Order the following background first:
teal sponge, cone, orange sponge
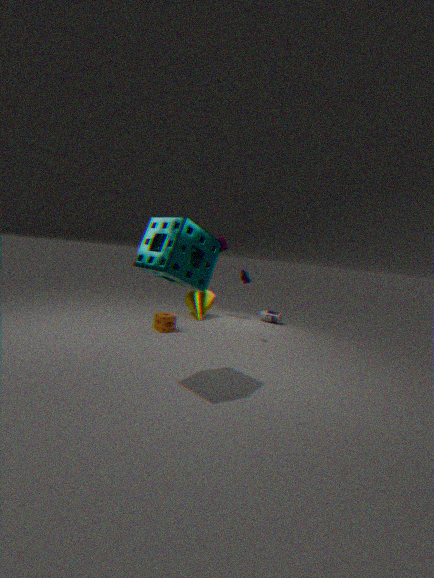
cone, orange sponge, teal sponge
